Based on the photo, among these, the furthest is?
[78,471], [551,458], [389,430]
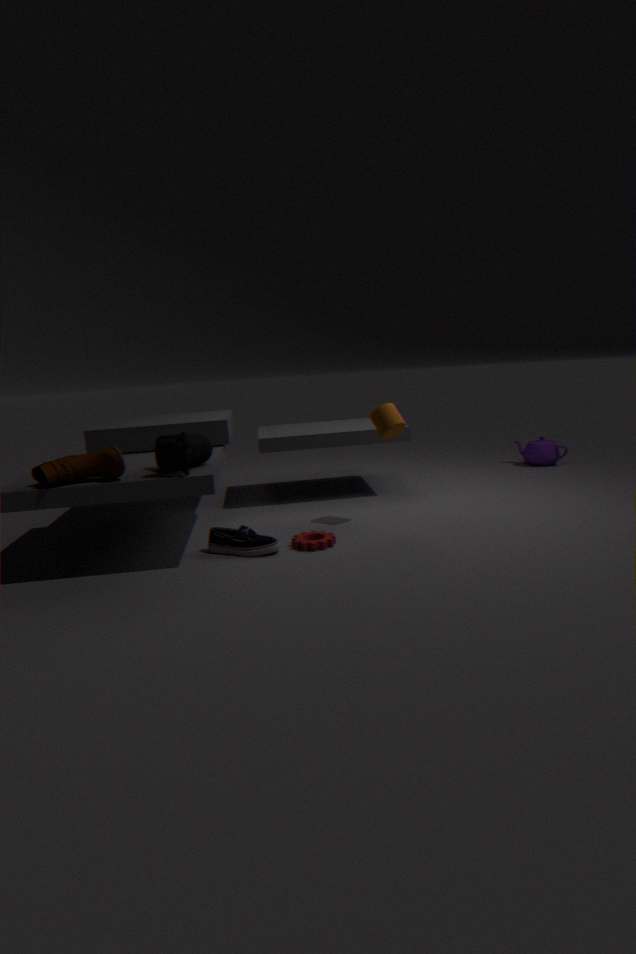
[551,458]
